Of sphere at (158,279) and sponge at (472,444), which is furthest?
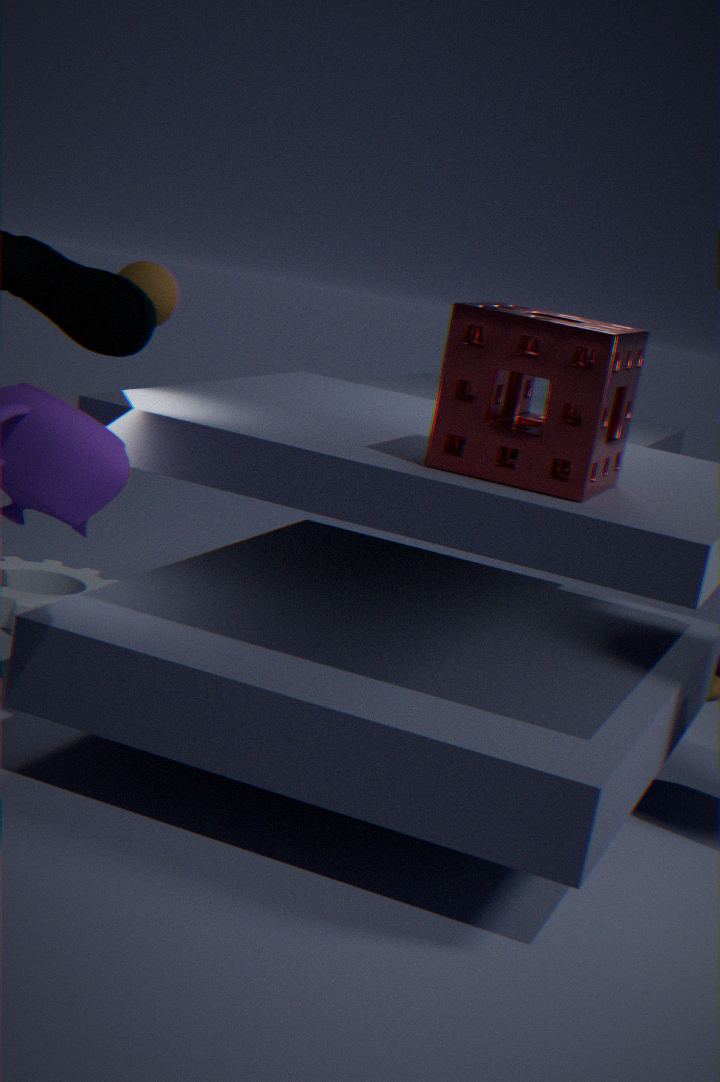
sphere at (158,279)
